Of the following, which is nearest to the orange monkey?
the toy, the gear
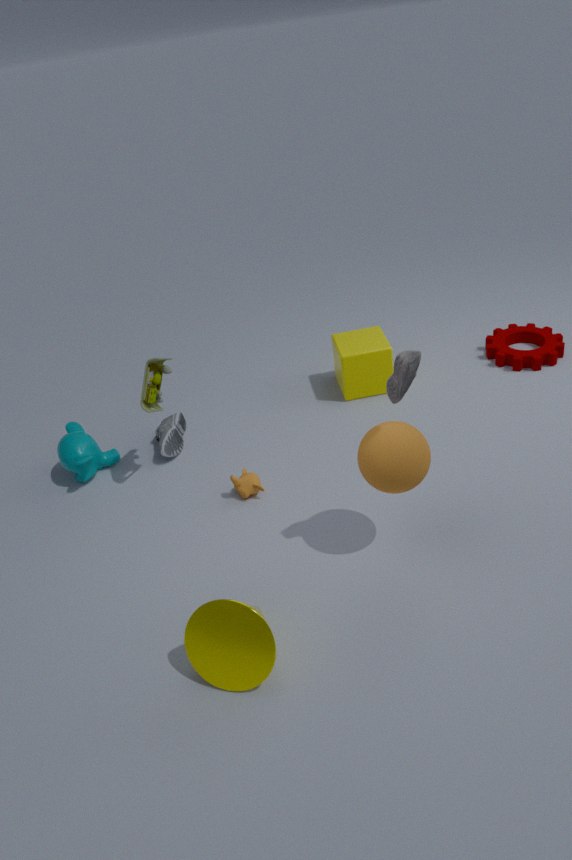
the toy
